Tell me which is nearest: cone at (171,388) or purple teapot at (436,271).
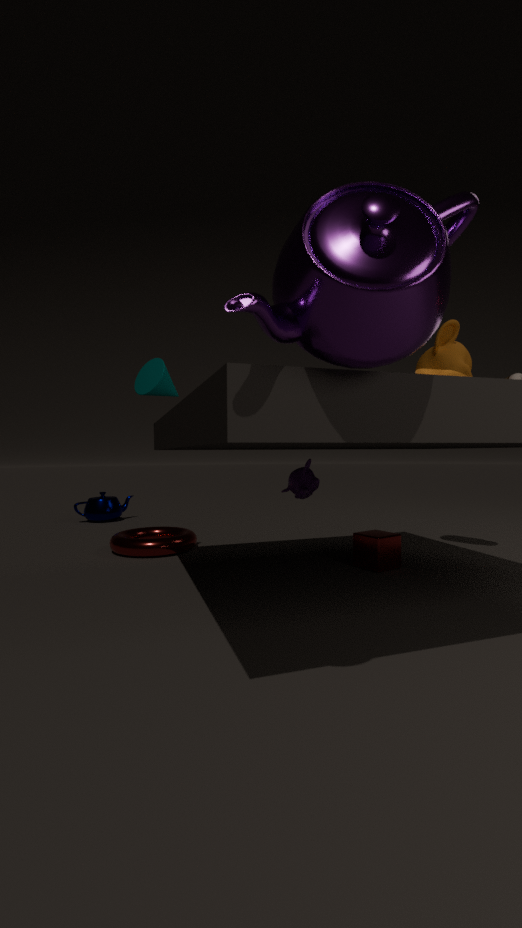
purple teapot at (436,271)
